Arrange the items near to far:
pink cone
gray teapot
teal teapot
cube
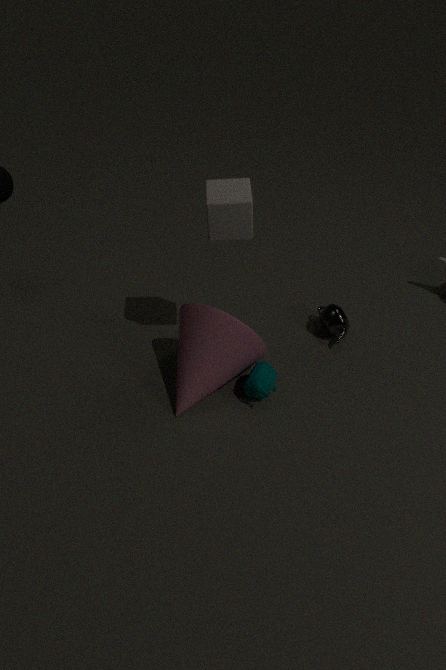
1. cube
2. pink cone
3. teal teapot
4. gray teapot
